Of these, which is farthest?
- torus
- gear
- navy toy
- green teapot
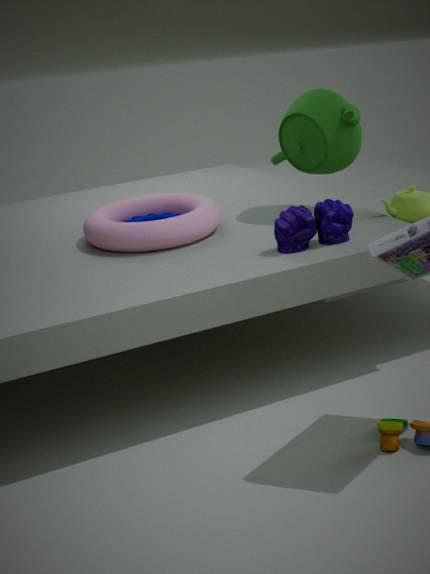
gear
